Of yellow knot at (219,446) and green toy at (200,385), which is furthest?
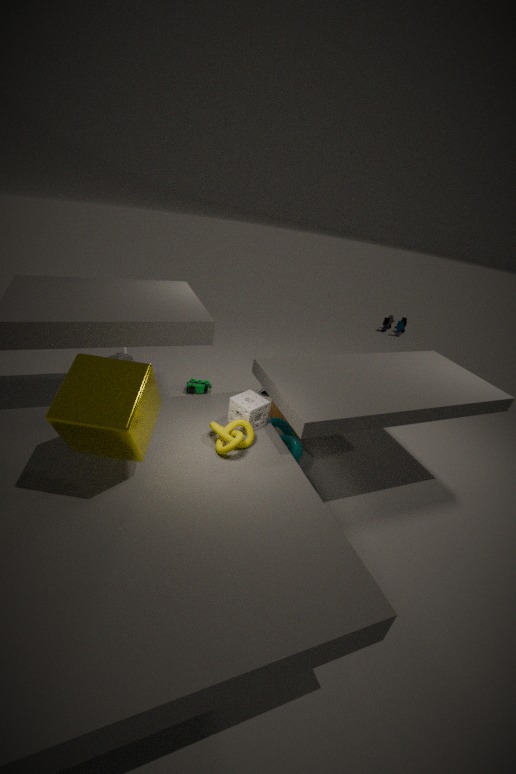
green toy at (200,385)
